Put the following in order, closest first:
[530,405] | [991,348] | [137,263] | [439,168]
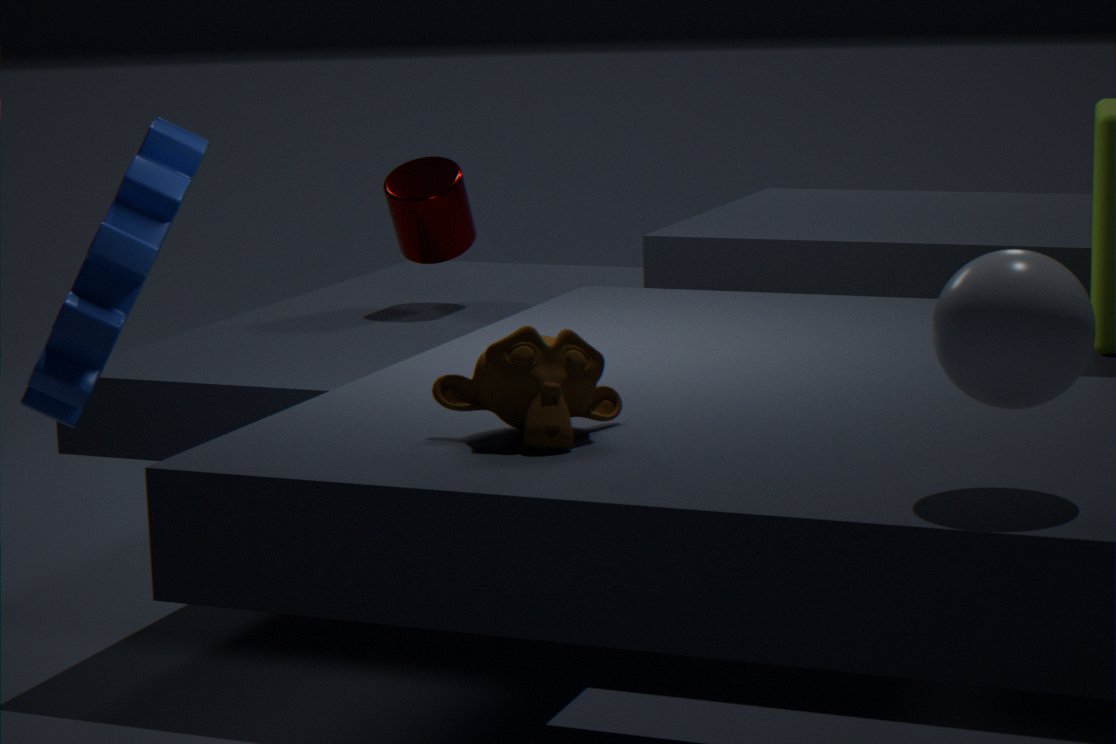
[991,348]
[530,405]
[137,263]
[439,168]
